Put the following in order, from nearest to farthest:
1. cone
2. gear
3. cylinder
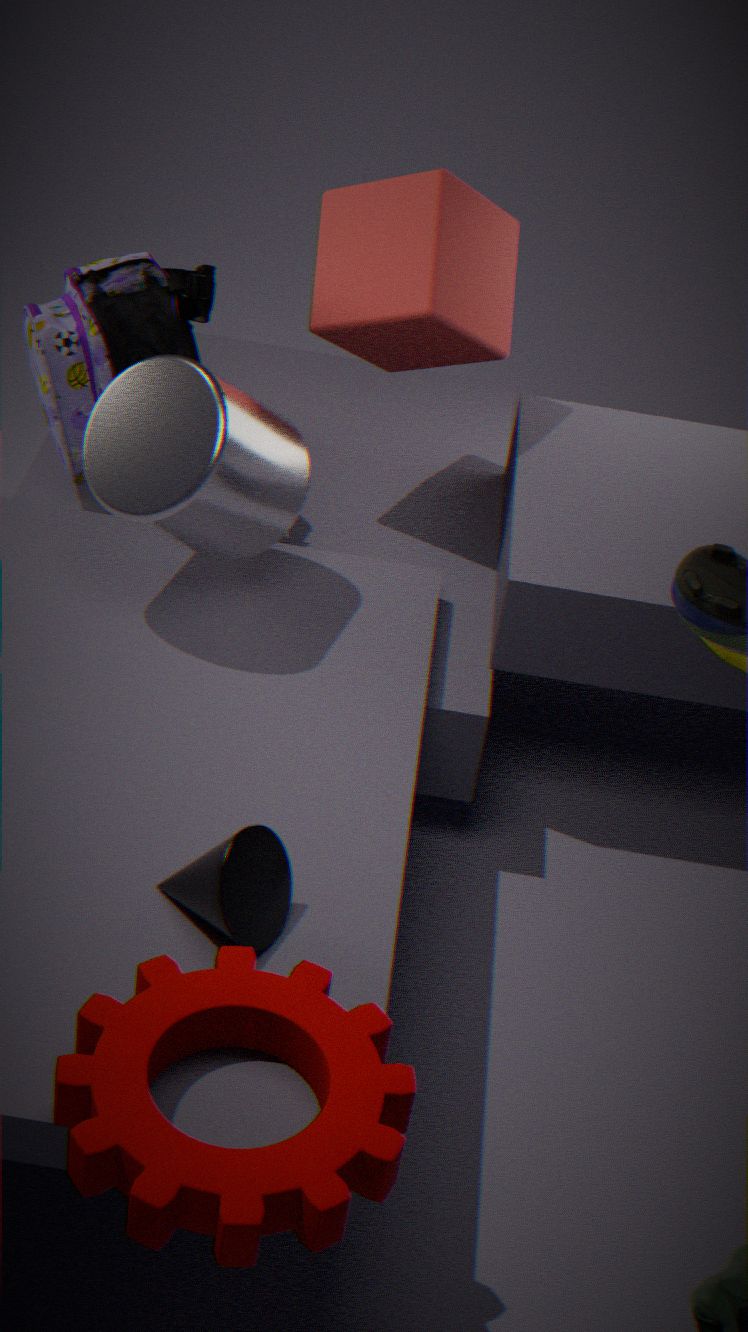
gear → cone → cylinder
